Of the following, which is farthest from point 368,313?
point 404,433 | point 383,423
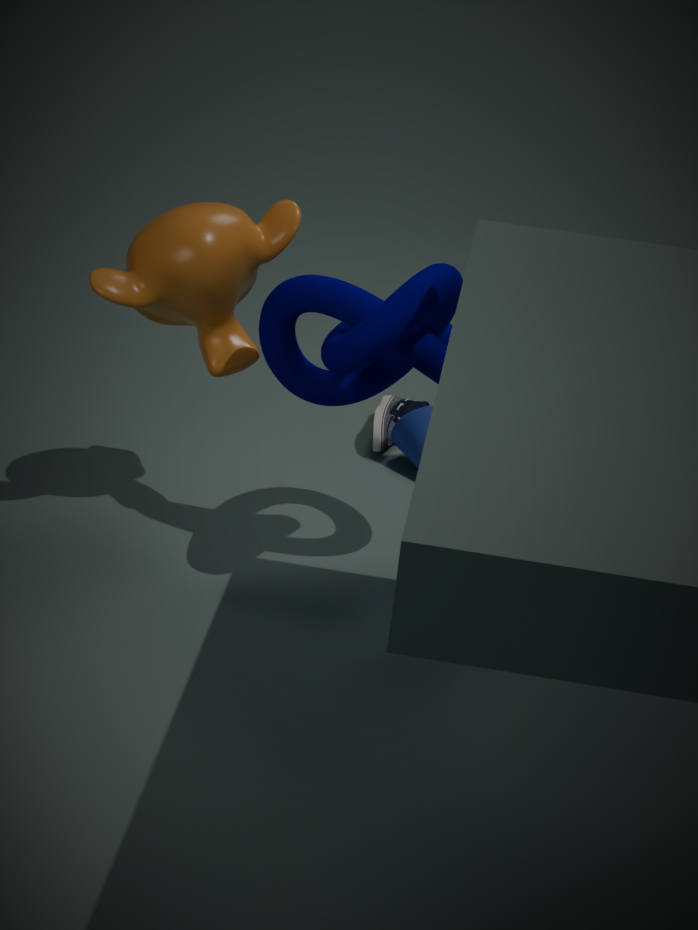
point 383,423
